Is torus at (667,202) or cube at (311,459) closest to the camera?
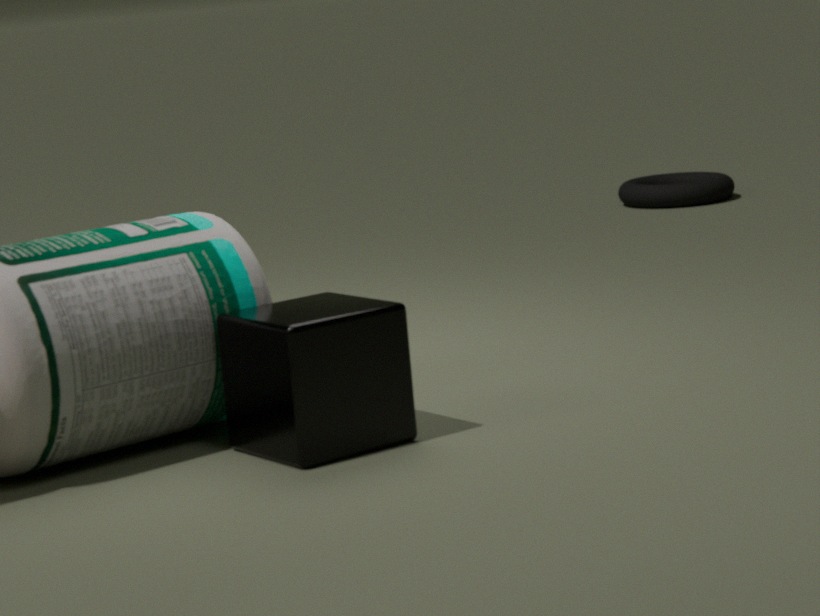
cube at (311,459)
